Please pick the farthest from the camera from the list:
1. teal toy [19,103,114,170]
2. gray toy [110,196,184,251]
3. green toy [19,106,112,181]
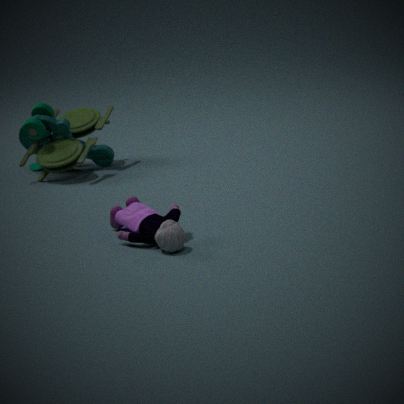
teal toy [19,103,114,170]
